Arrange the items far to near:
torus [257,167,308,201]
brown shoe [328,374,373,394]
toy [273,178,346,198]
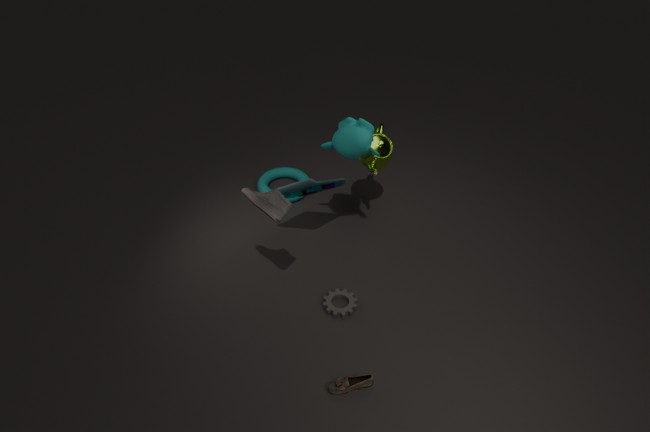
torus [257,167,308,201] < toy [273,178,346,198] < brown shoe [328,374,373,394]
